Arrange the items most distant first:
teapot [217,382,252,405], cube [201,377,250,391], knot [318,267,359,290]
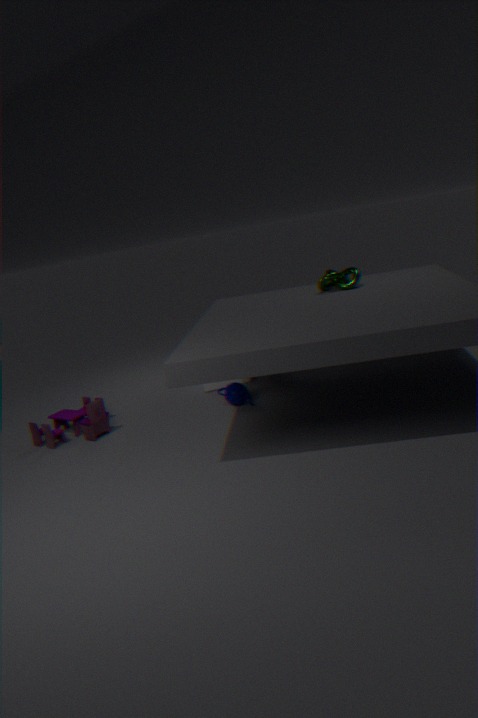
1. cube [201,377,250,391]
2. teapot [217,382,252,405]
3. knot [318,267,359,290]
